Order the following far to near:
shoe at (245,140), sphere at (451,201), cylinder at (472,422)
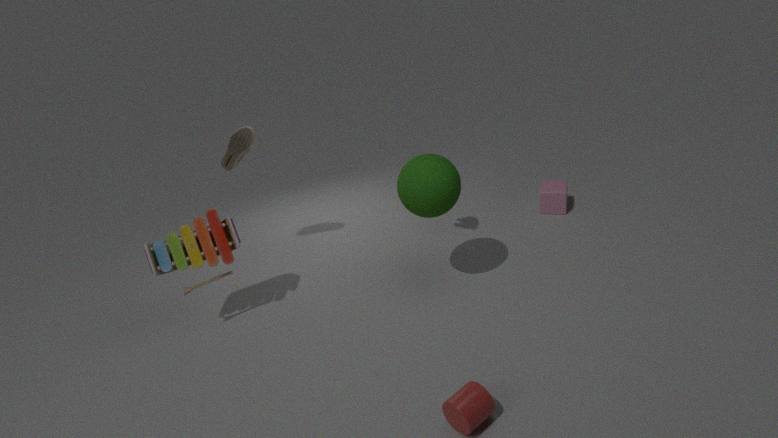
1. shoe at (245,140)
2. sphere at (451,201)
3. cylinder at (472,422)
